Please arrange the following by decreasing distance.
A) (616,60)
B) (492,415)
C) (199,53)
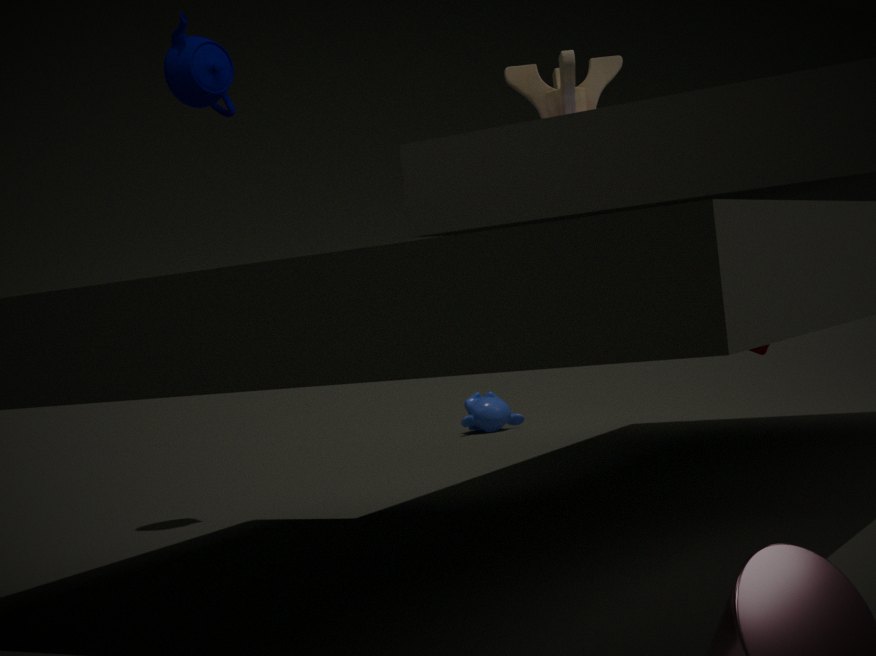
(492,415), (616,60), (199,53)
